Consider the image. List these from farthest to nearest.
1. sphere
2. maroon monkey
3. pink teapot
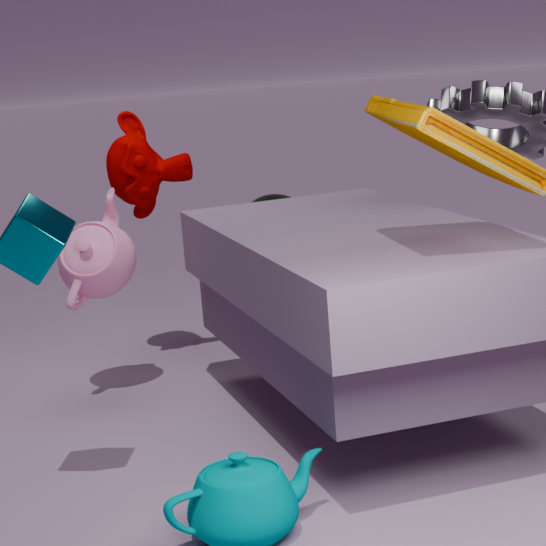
sphere → maroon monkey → pink teapot
